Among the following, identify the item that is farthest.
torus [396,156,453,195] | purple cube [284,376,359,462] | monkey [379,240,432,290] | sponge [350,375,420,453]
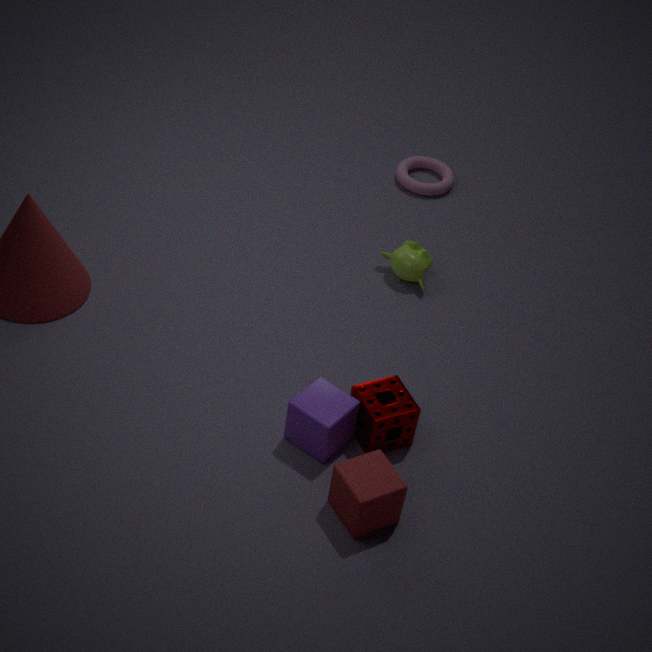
torus [396,156,453,195]
